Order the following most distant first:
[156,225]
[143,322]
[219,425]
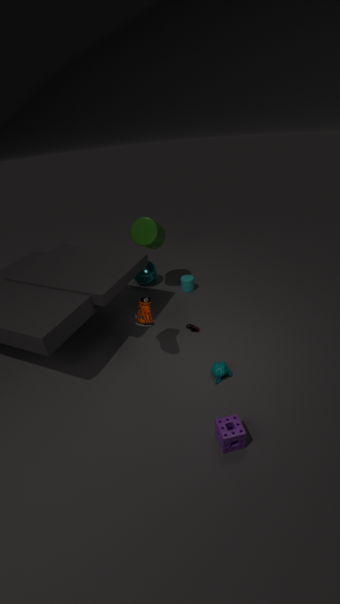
1. [156,225]
2. [143,322]
3. [219,425]
